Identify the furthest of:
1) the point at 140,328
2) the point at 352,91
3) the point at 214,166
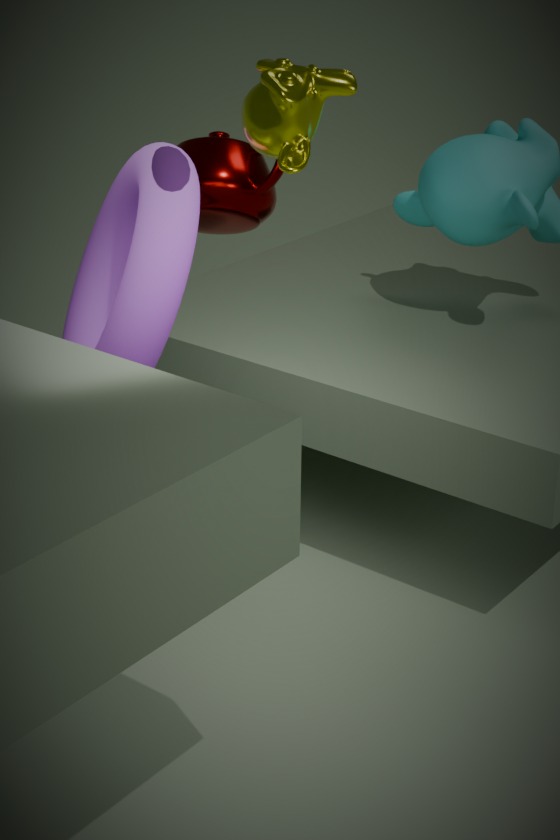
3. the point at 214,166
